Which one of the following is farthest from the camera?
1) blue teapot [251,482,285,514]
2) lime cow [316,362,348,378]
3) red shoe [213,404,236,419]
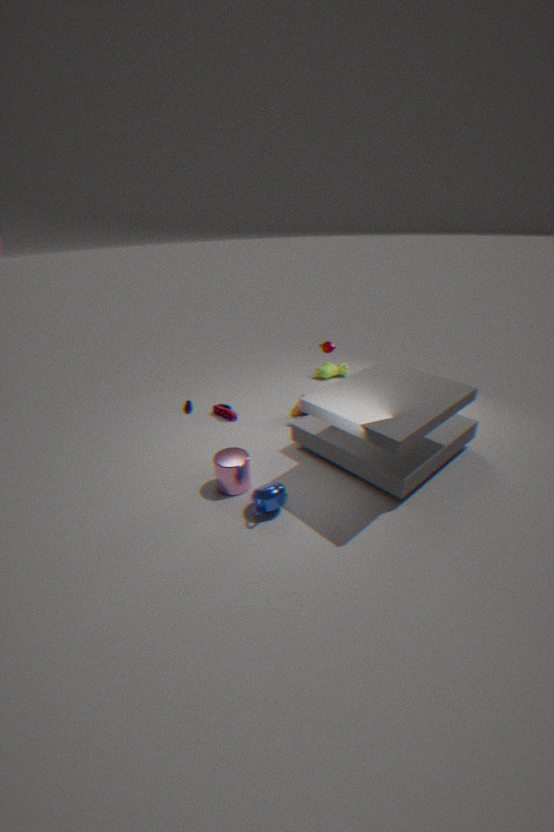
2. lime cow [316,362,348,378]
